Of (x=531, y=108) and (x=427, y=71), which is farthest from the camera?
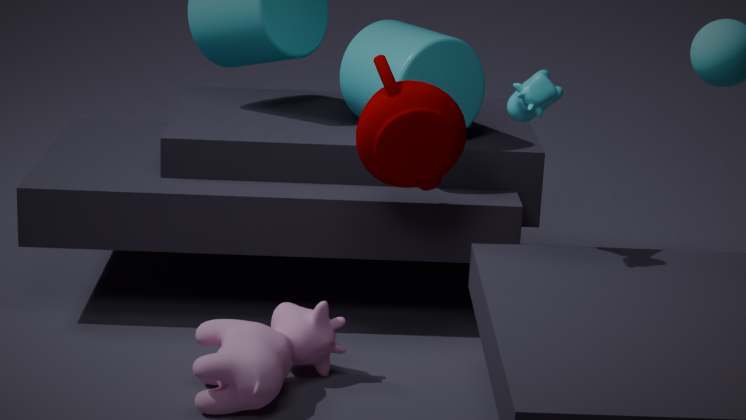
(x=427, y=71)
